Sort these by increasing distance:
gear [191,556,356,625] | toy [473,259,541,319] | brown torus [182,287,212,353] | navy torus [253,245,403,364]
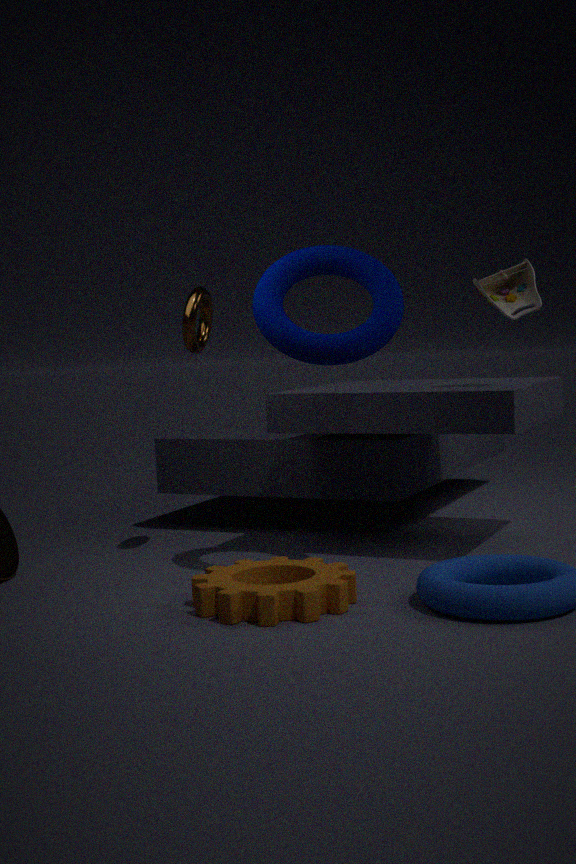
gear [191,556,356,625]
navy torus [253,245,403,364]
toy [473,259,541,319]
brown torus [182,287,212,353]
